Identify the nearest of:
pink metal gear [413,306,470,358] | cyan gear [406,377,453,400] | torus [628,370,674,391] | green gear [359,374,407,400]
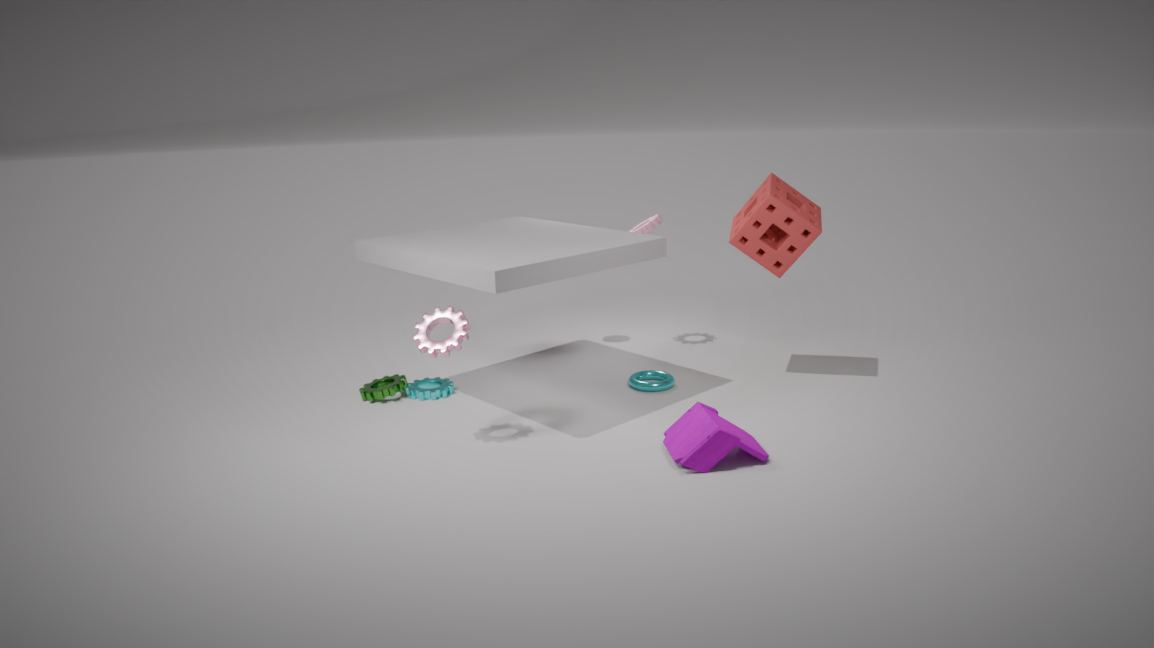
pink metal gear [413,306,470,358]
